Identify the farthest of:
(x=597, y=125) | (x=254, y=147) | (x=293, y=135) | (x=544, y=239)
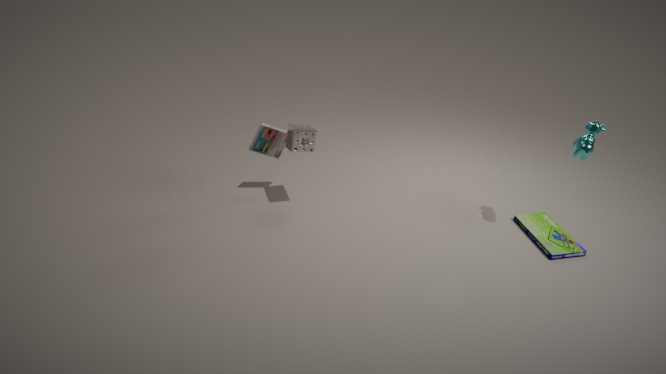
(x=254, y=147)
